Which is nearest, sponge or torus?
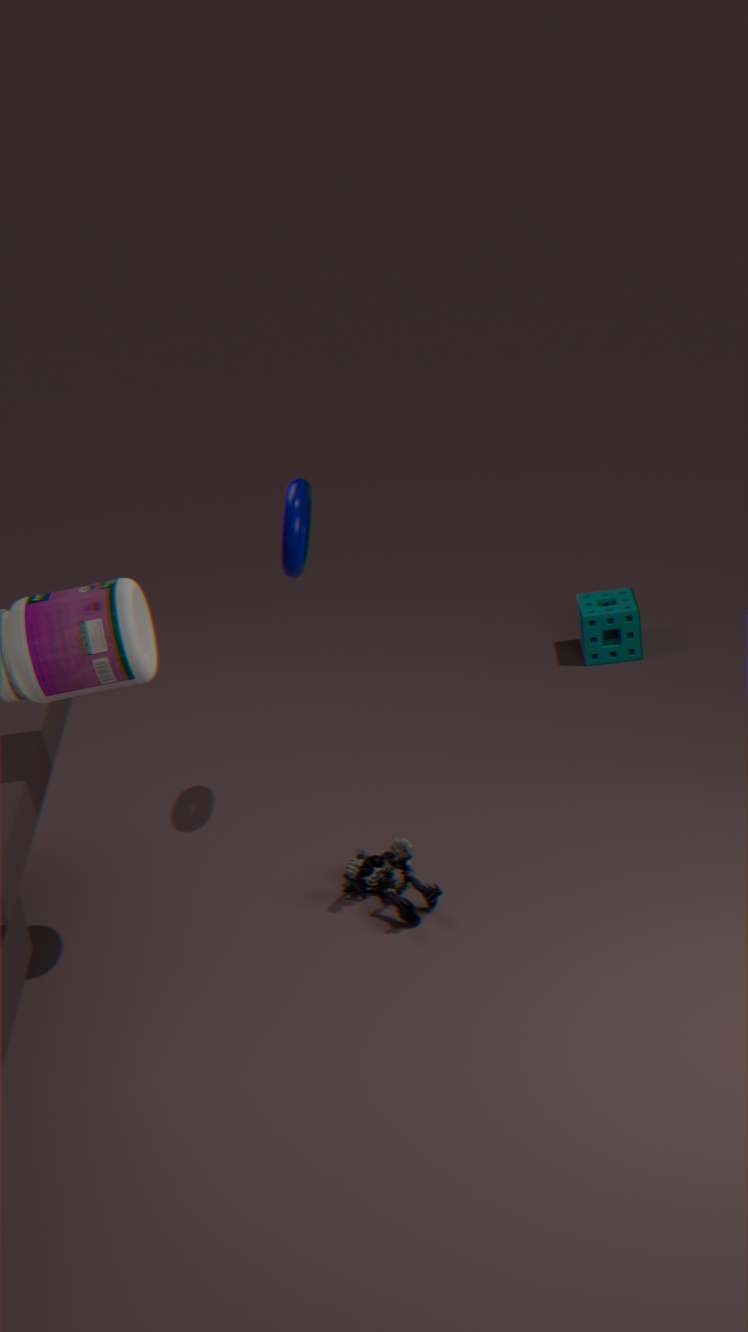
torus
